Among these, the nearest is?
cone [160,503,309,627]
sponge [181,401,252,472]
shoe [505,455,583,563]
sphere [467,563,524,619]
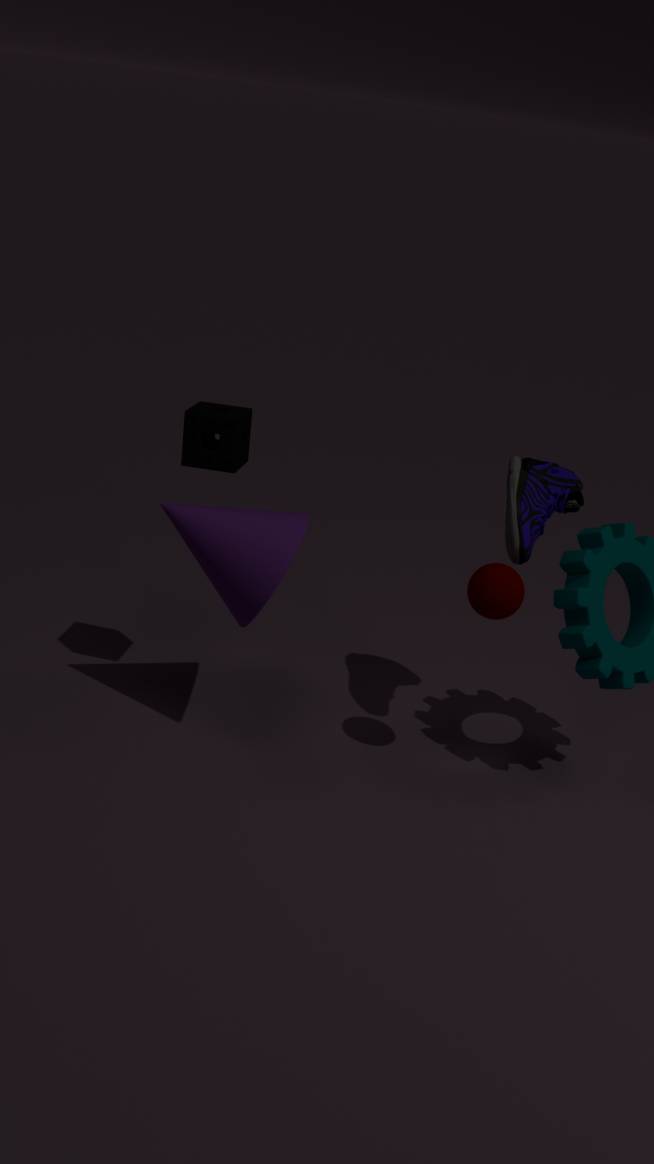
sphere [467,563,524,619]
